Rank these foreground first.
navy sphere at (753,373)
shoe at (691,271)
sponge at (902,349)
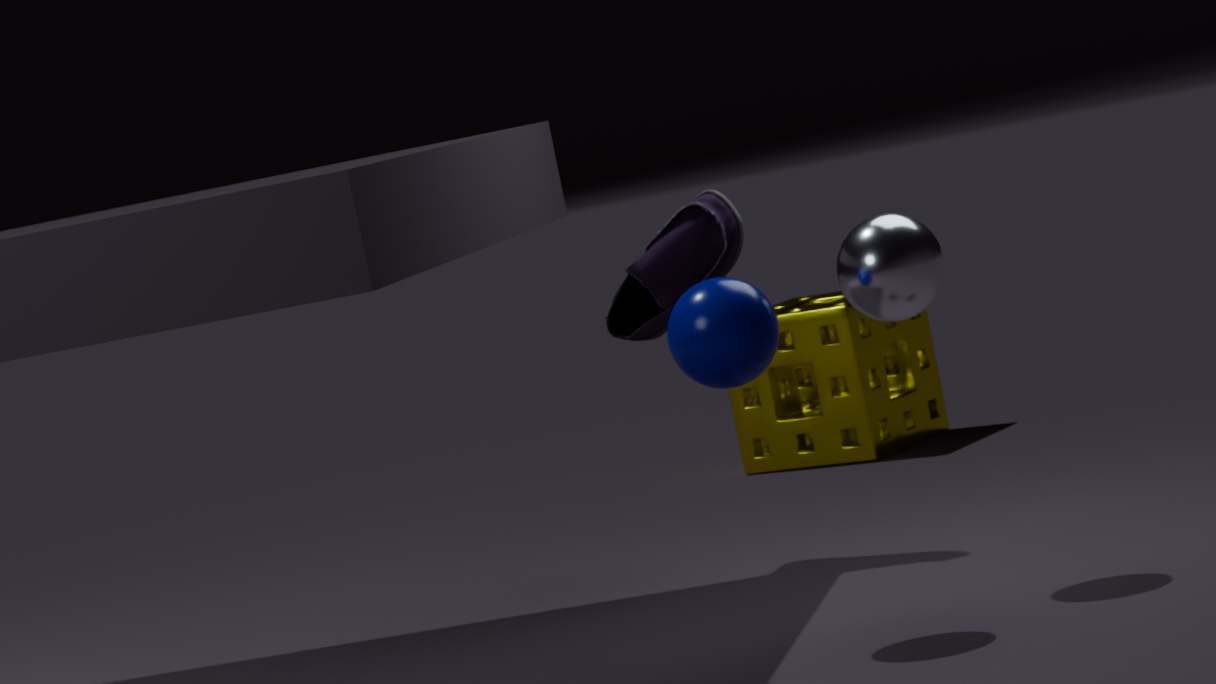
navy sphere at (753,373) < shoe at (691,271) < sponge at (902,349)
